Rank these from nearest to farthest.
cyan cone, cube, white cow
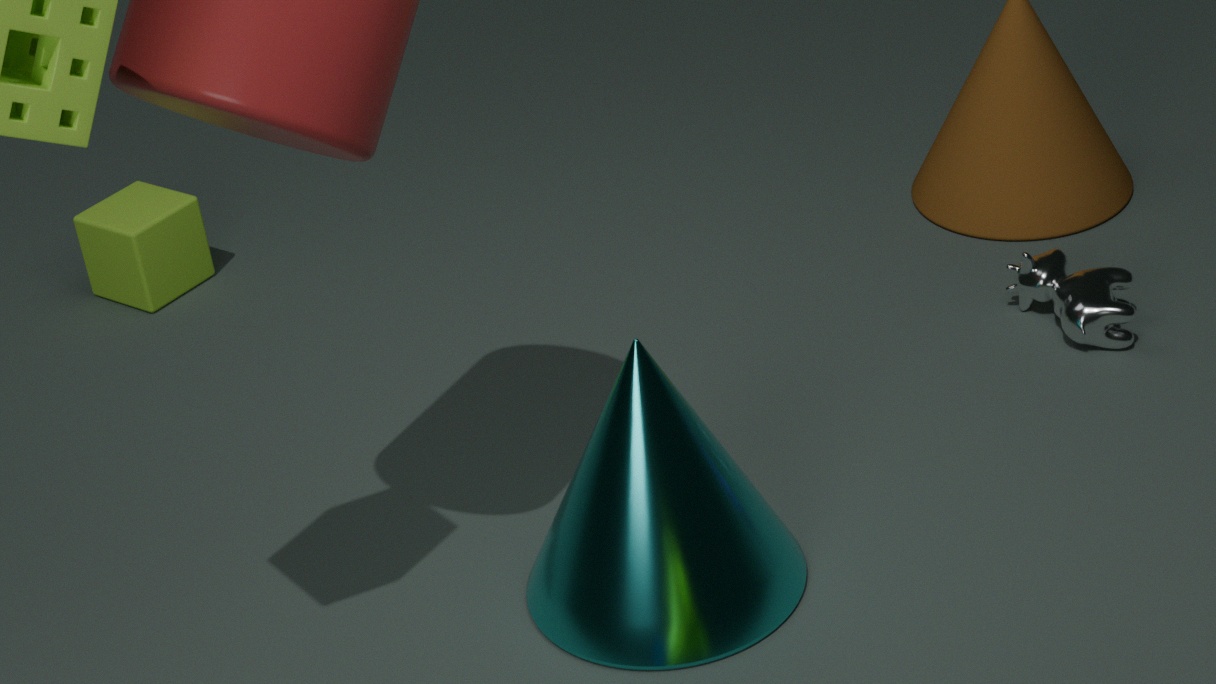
cyan cone → white cow → cube
